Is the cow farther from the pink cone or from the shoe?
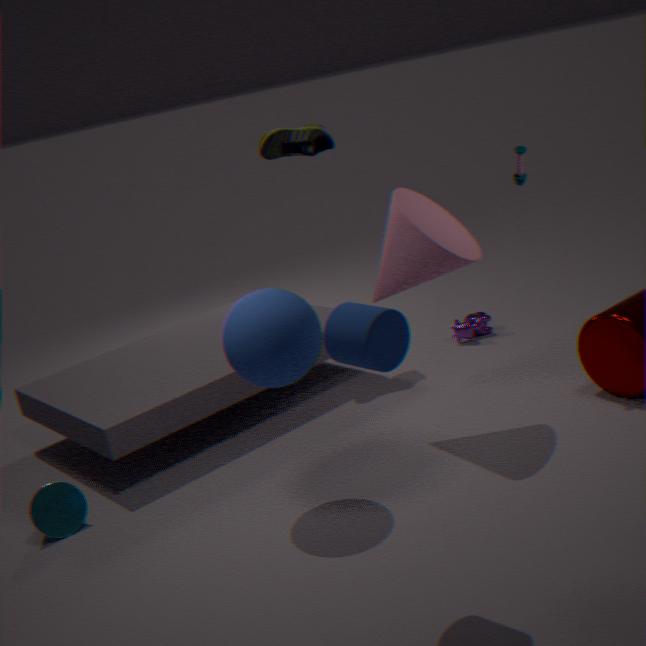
the shoe
